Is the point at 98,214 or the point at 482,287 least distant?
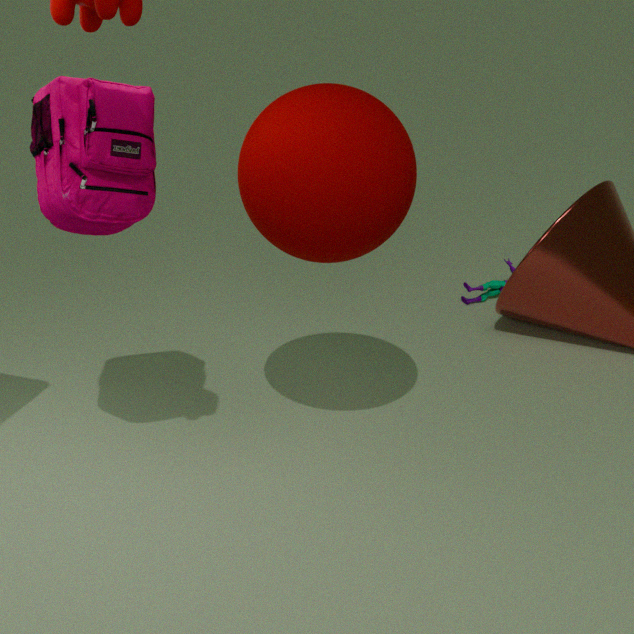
the point at 98,214
